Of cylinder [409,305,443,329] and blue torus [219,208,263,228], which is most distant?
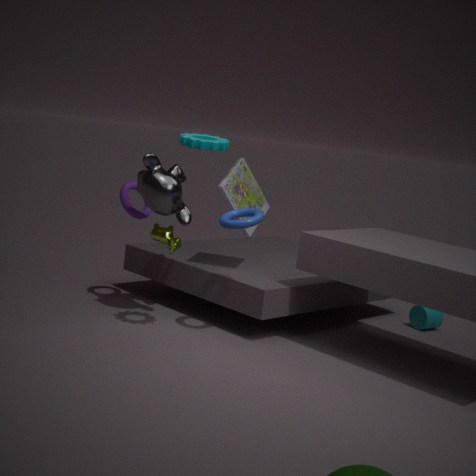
cylinder [409,305,443,329]
